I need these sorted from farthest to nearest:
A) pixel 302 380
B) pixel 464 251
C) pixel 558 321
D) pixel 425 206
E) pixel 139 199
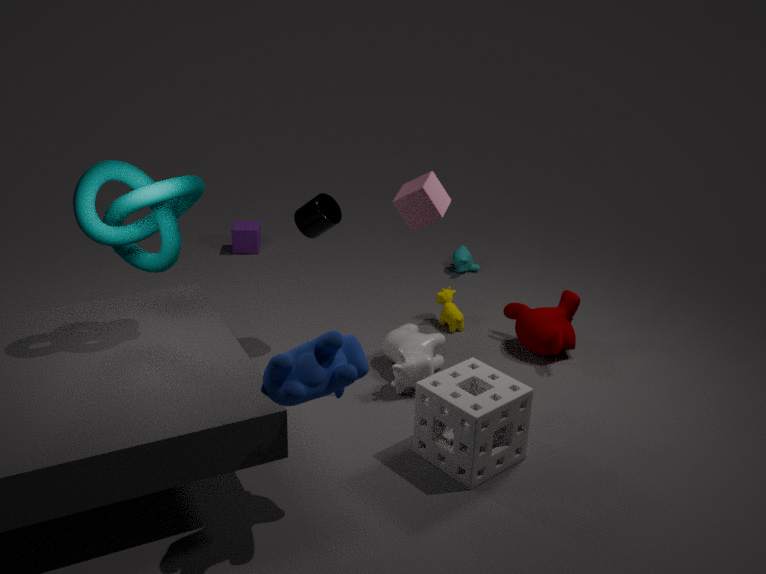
pixel 464 251 < pixel 558 321 < pixel 425 206 < pixel 139 199 < pixel 302 380
